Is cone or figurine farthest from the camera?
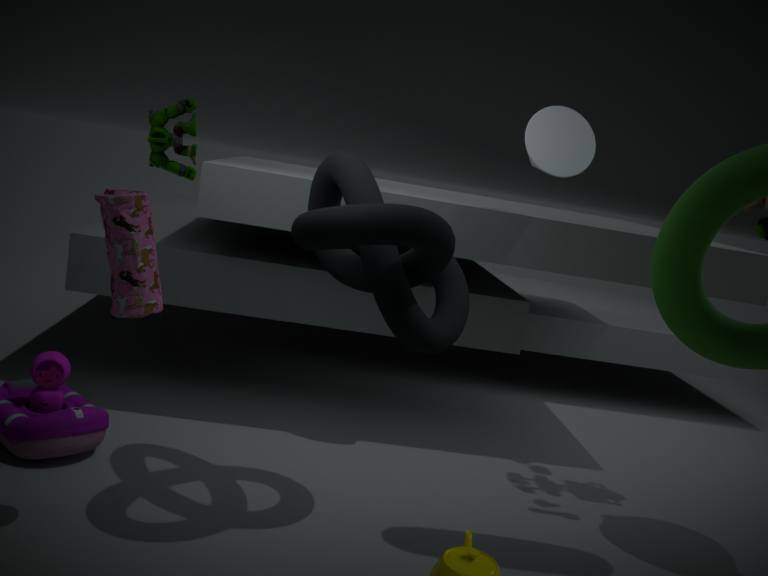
cone
